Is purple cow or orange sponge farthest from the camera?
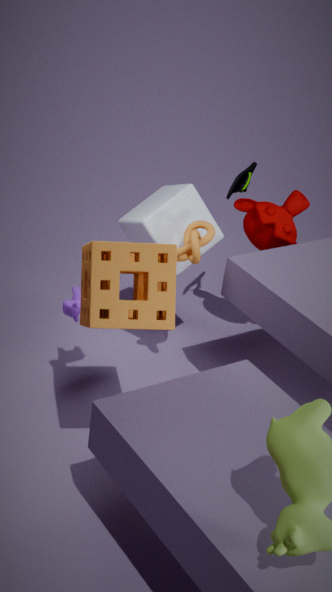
purple cow
